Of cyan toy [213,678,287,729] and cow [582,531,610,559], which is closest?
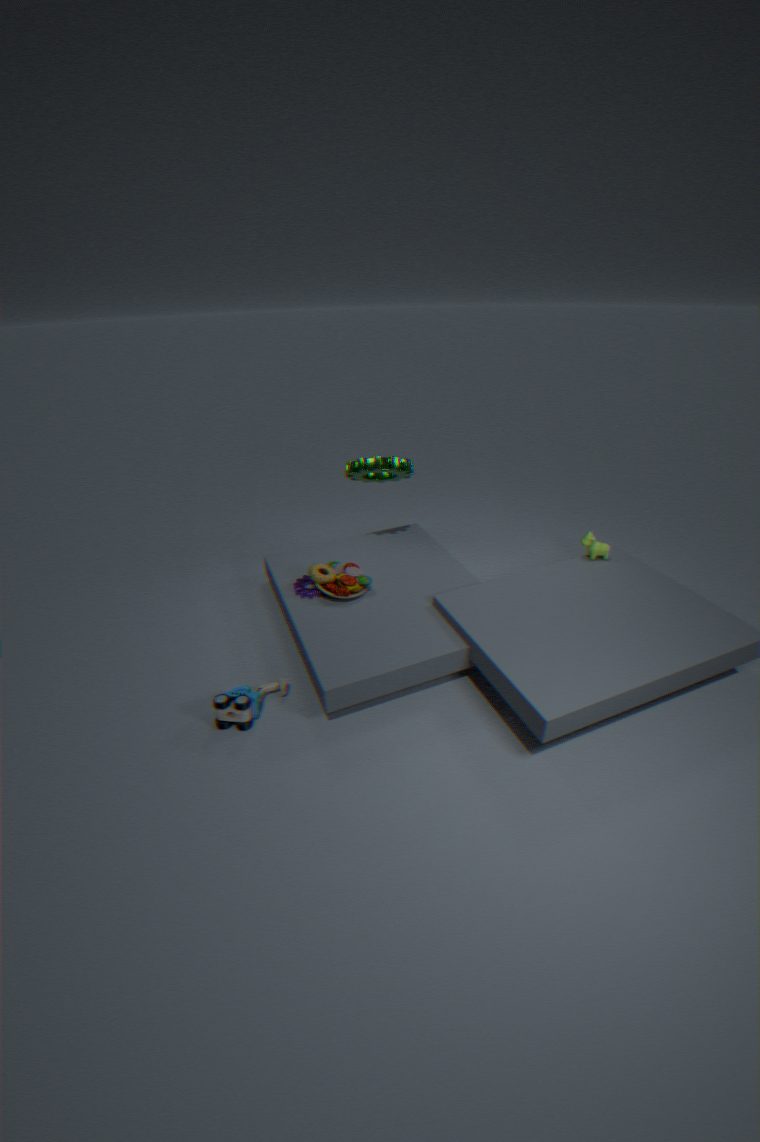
cyan toy [213,678,287,729]
